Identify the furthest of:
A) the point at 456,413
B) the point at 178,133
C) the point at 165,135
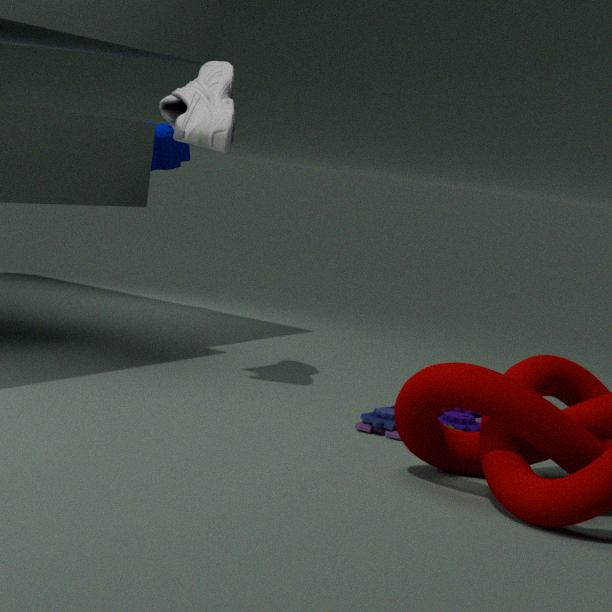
C. the point at 165,135
